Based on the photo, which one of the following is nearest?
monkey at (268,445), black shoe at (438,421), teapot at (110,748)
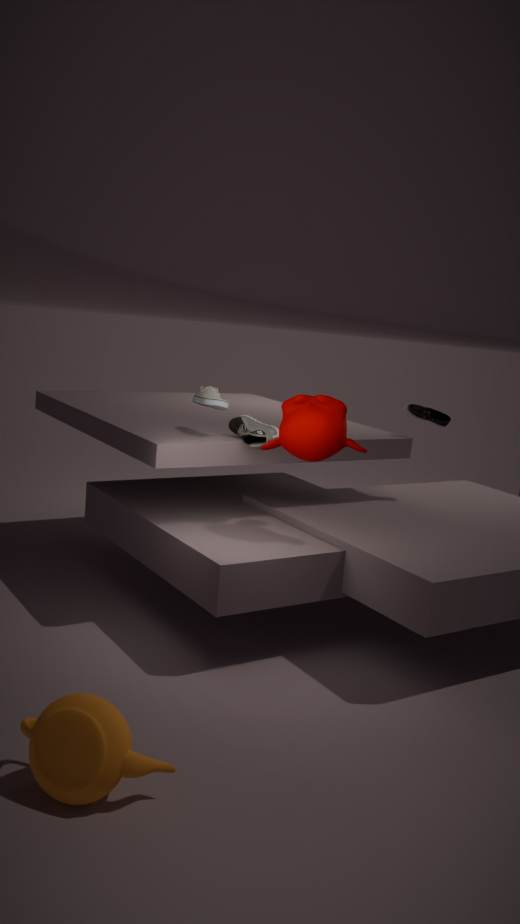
teapot at (110,748)
